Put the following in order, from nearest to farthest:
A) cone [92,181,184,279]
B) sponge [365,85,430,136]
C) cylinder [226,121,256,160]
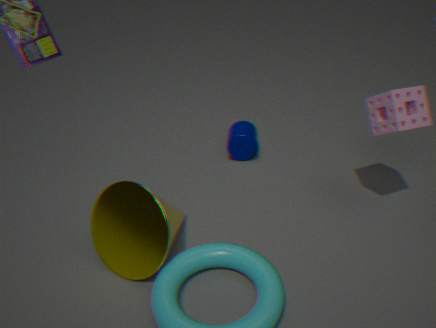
cone [92,181,184,279] → sponge [365,85,430,136] → cylinder [226,121,256,160]
